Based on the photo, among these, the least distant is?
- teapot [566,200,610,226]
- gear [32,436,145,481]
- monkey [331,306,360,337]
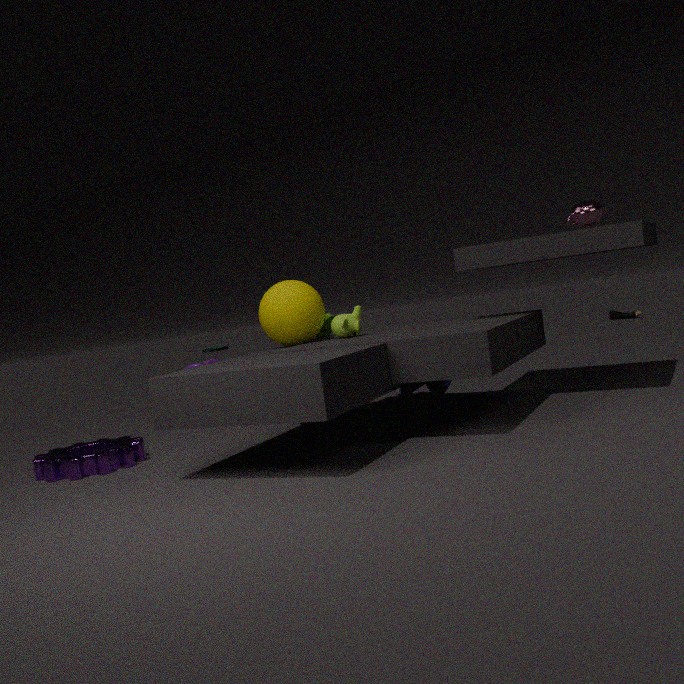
gear [32,436,145,481]
